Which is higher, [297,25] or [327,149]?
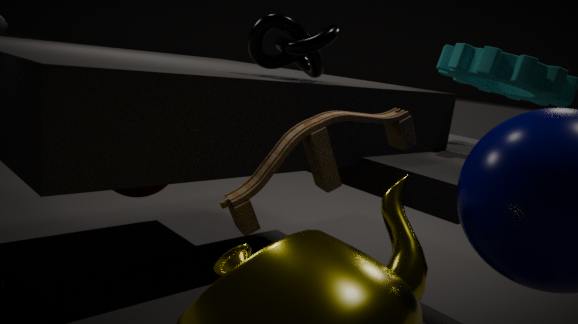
[297,25]
